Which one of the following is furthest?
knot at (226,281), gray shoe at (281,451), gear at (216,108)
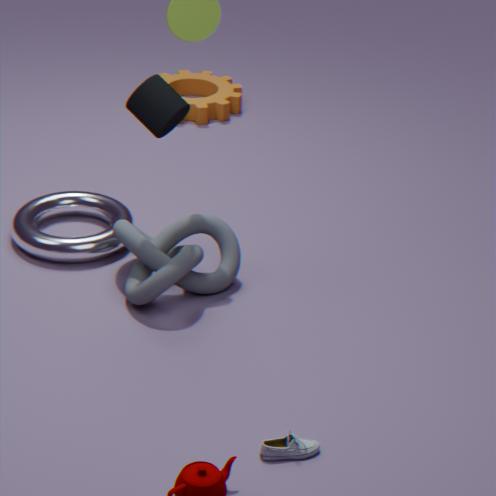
gear at (216,108)
